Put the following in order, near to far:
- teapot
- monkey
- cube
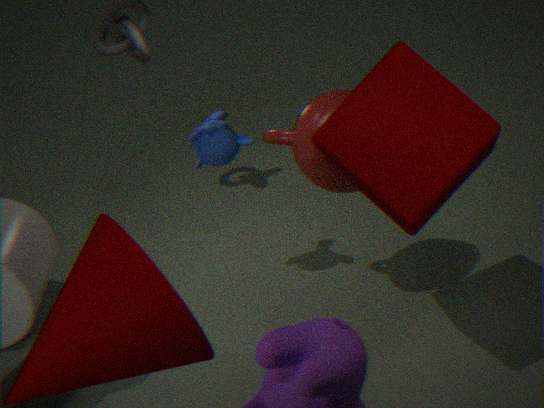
cube, teapot, monkey
